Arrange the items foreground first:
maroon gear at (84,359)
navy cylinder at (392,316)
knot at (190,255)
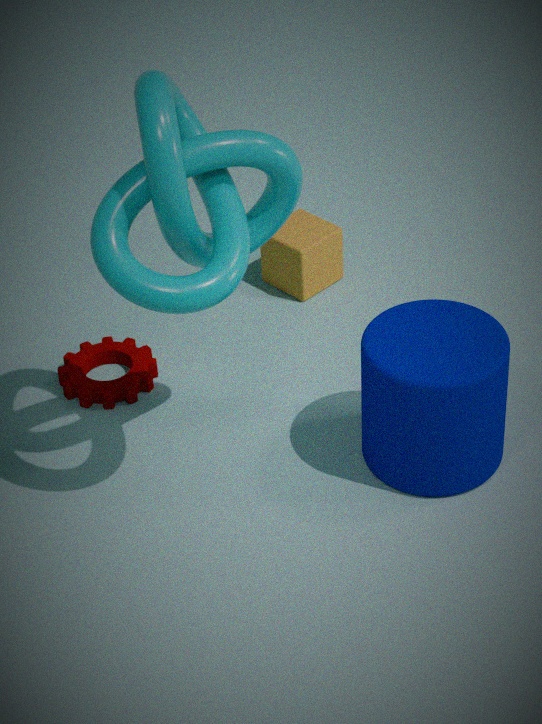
knot at (190,255)
navy cylinder at (392,316)
maroon gear at (84,359)
